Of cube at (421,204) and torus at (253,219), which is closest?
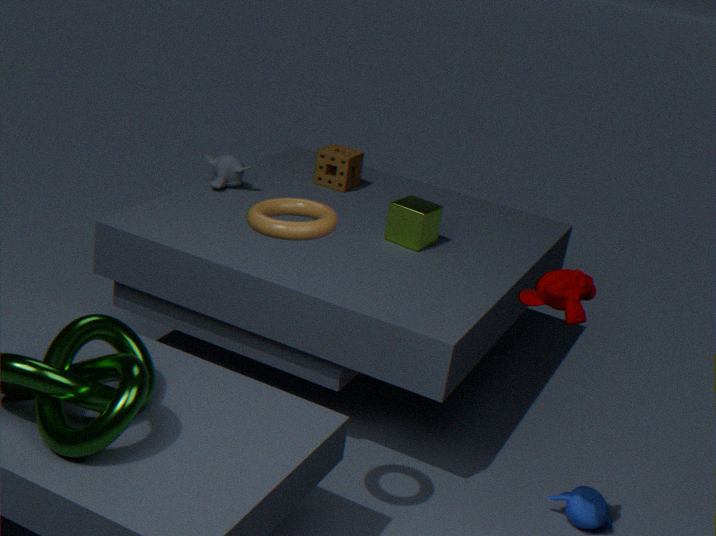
torus at (253,219)
